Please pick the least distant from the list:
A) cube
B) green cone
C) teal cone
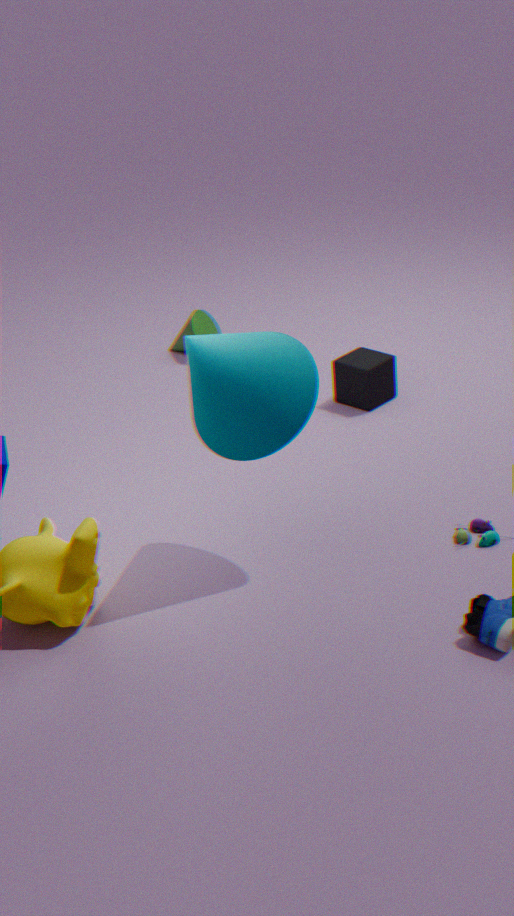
teal cone
